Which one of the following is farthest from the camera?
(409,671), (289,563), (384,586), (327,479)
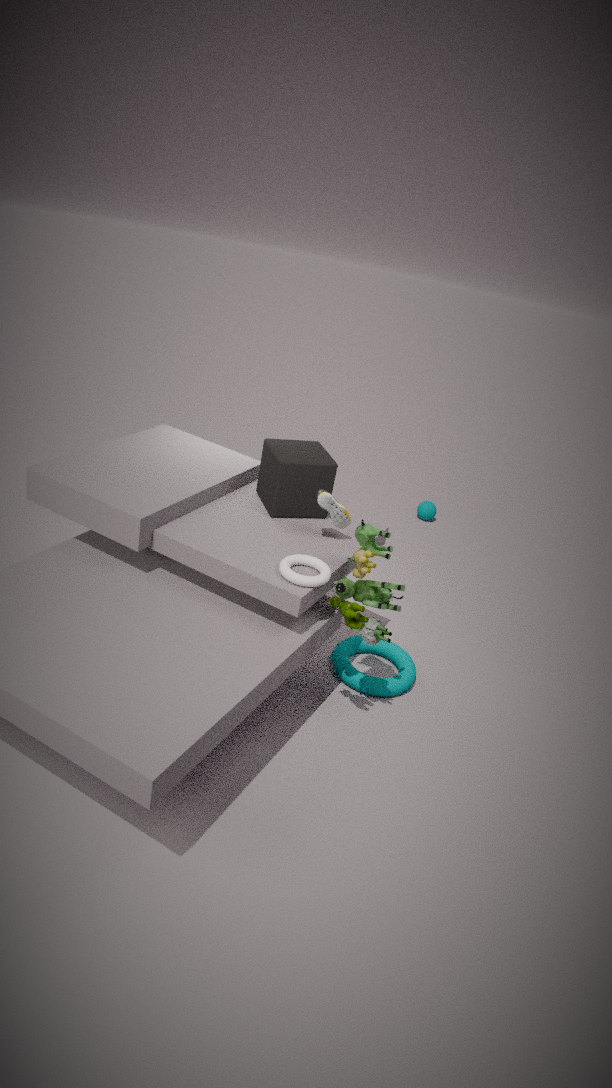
(409,671)
